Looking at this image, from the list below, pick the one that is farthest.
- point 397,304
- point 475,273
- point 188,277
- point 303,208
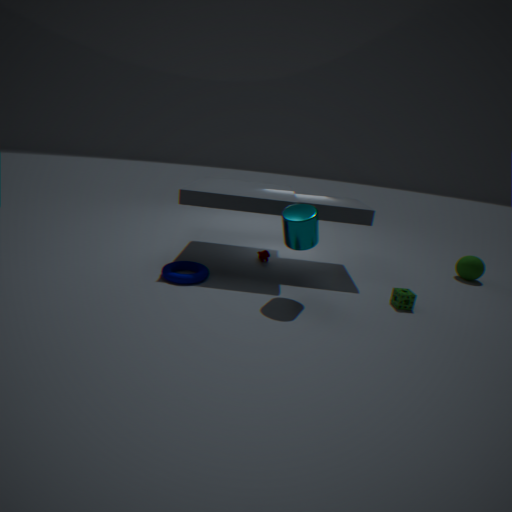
point 475,273
